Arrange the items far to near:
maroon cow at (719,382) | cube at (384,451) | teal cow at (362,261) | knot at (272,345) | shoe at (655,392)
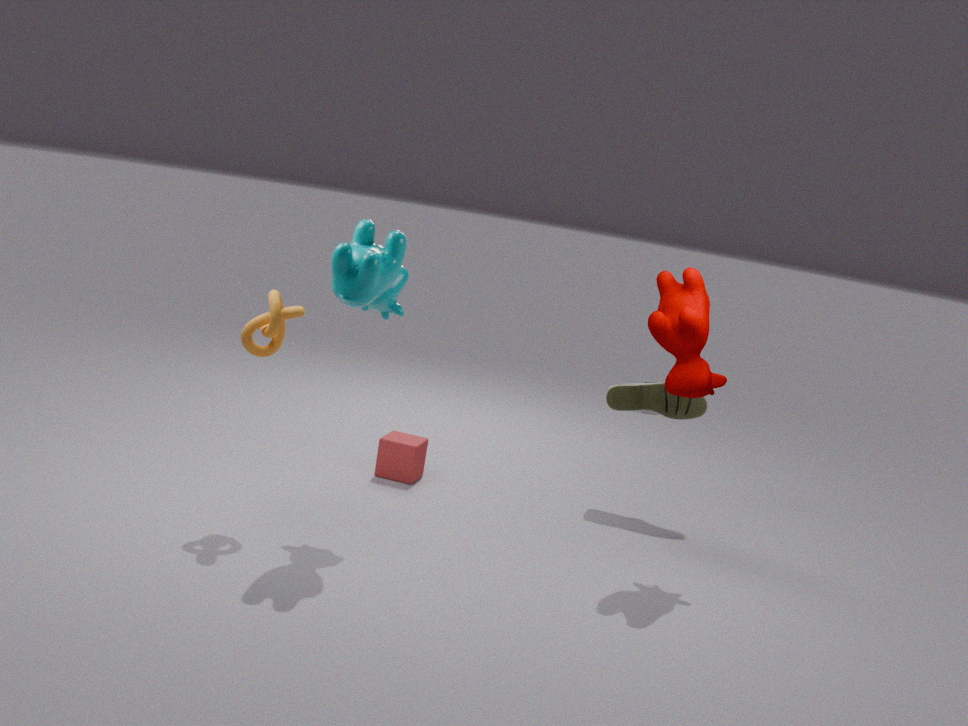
shoe at (655,392) → cube at (384,451) → maroon cow at (719,382) → knot at (272,345) → teal cow at (362,261)
